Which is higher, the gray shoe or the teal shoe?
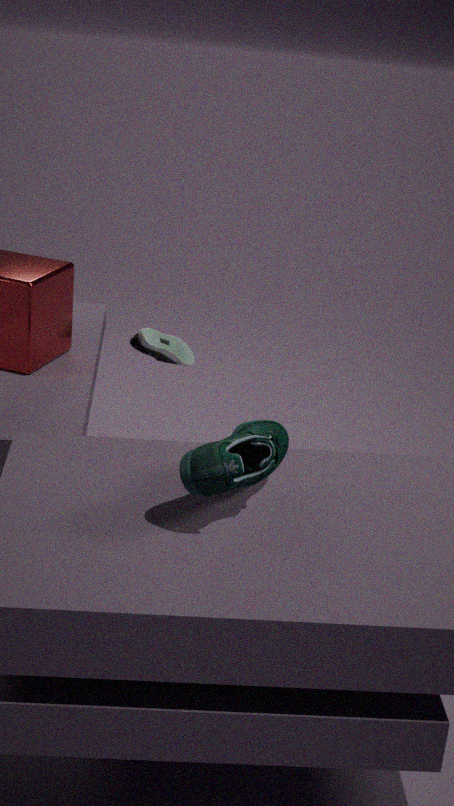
the teal shoe
